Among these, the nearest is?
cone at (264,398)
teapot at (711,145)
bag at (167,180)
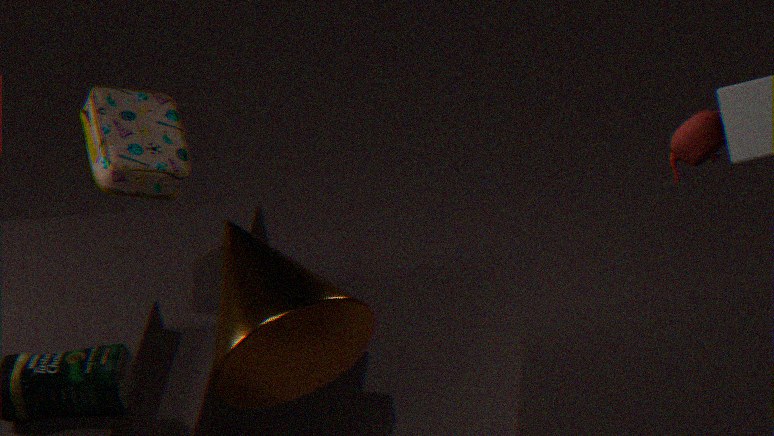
cone at (264,398)
